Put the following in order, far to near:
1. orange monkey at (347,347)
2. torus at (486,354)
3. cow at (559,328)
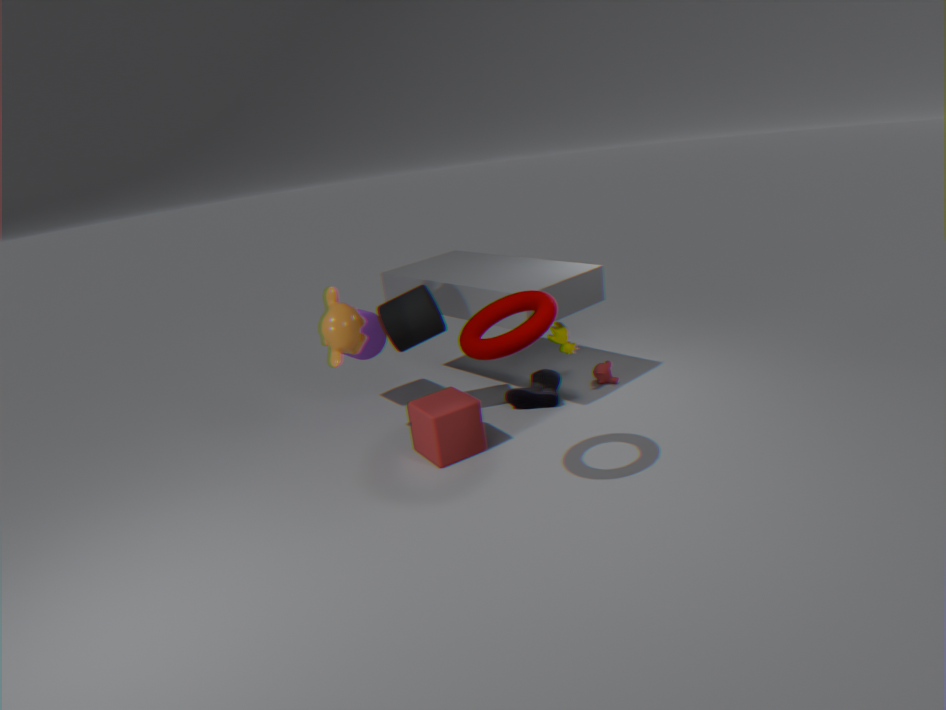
cow at (559,328) → orange monkey at (347,347) → torus at (486,354)
